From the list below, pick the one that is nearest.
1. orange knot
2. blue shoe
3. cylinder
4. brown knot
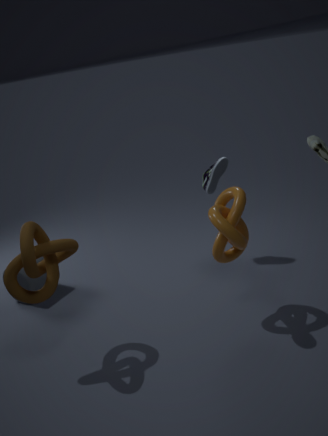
brown knot
